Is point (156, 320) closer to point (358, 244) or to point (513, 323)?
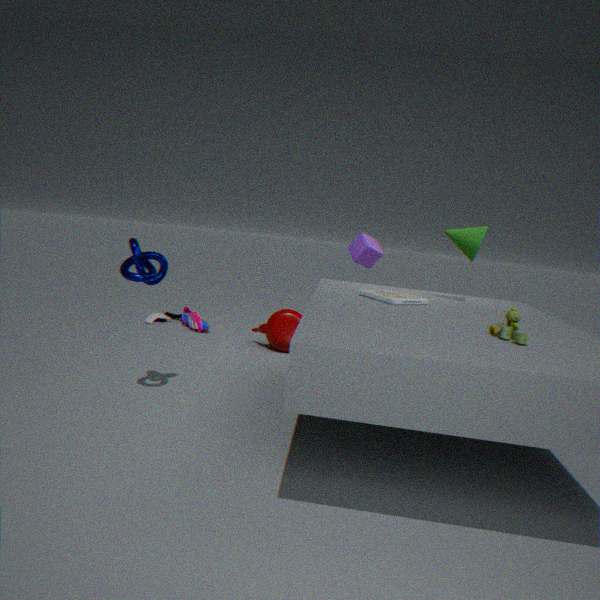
point (358, 244)
